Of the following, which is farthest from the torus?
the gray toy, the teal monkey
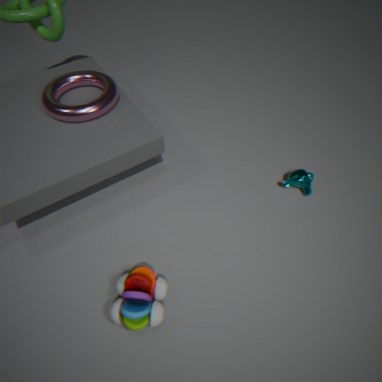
the teal monkey
